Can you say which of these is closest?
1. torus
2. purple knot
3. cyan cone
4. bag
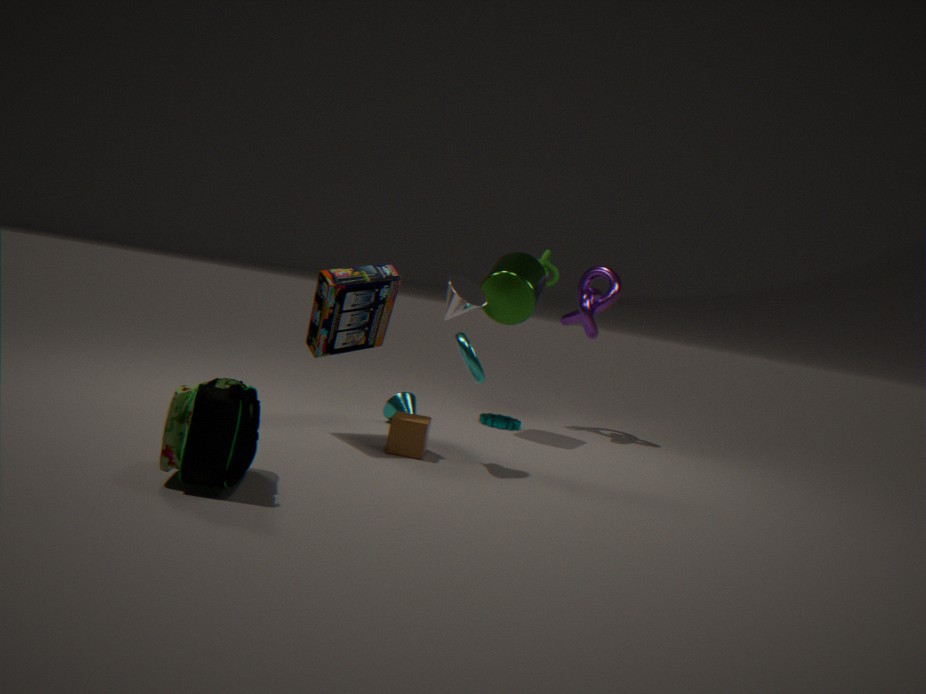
bag
